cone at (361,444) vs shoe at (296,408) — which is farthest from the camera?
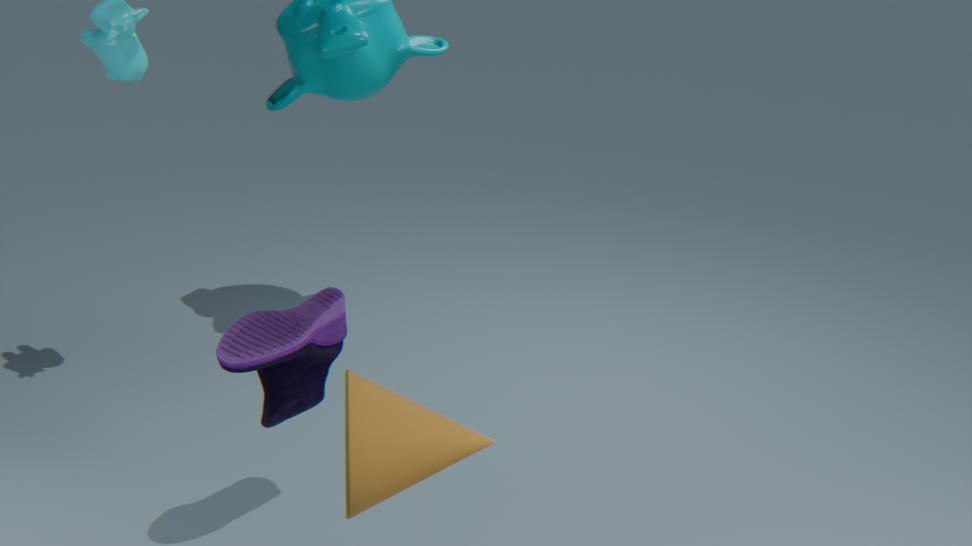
shoe at (296,408)
